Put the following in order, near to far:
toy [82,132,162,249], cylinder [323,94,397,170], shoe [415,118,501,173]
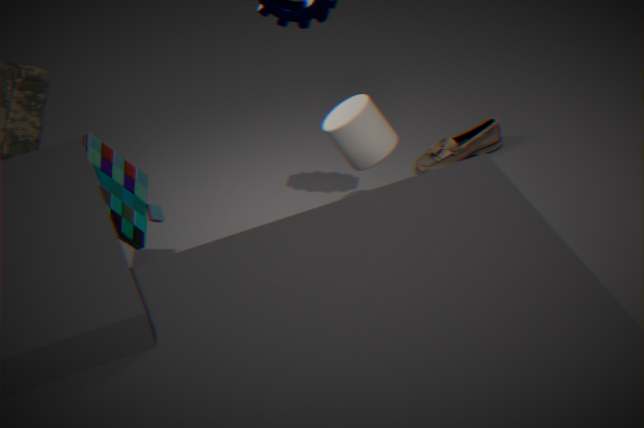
toy [82,132,162,249], cylinder [323,94,397,170], shoe [415,118,501,173]
